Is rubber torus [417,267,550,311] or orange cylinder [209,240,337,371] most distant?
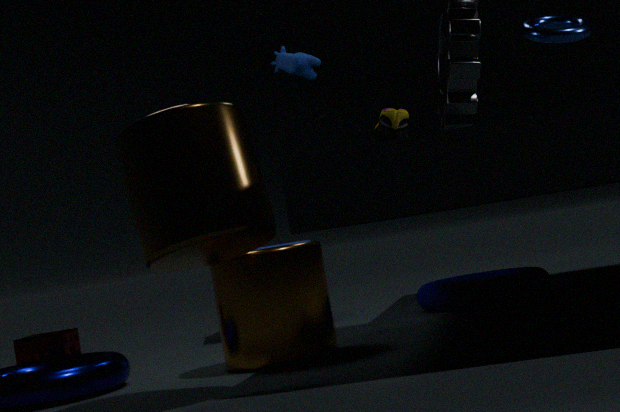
rubber torus [417,267,550,311]
